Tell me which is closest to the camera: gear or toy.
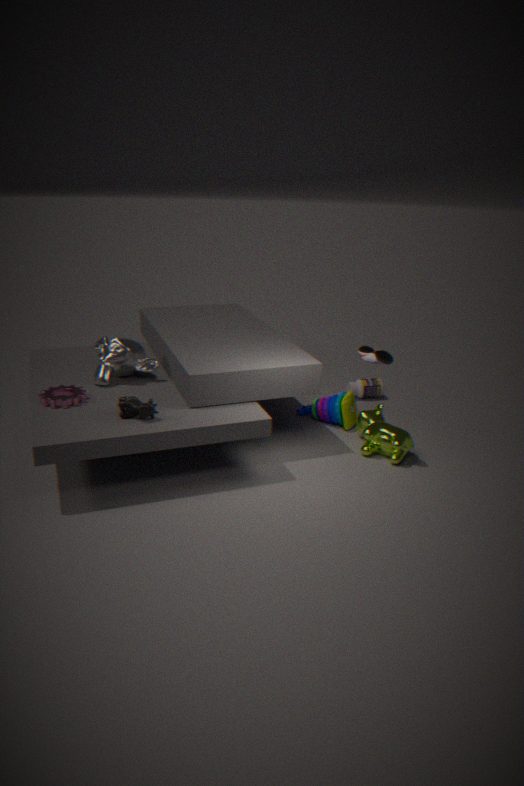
gear
